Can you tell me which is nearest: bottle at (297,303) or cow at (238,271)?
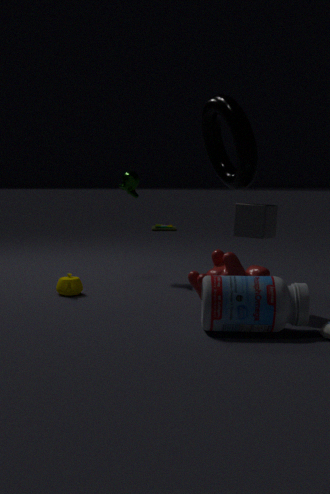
bottle at (297,303)
